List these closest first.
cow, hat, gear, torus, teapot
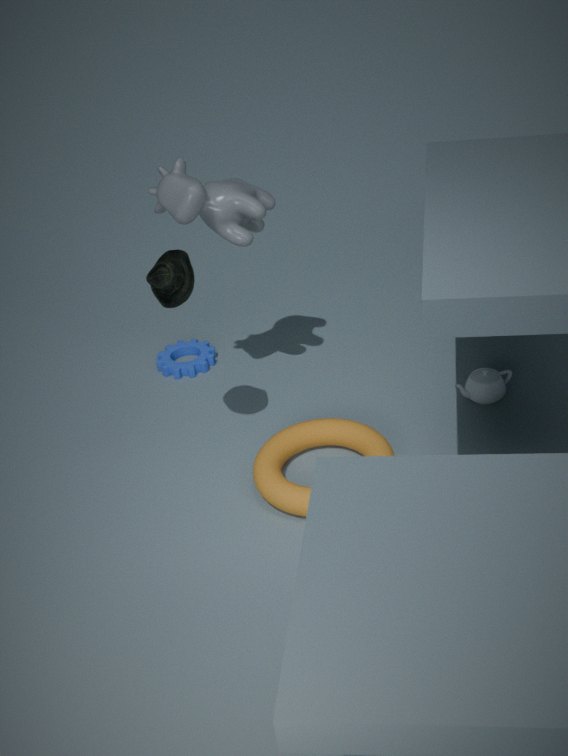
hat
torus
cow
teapot
gear
